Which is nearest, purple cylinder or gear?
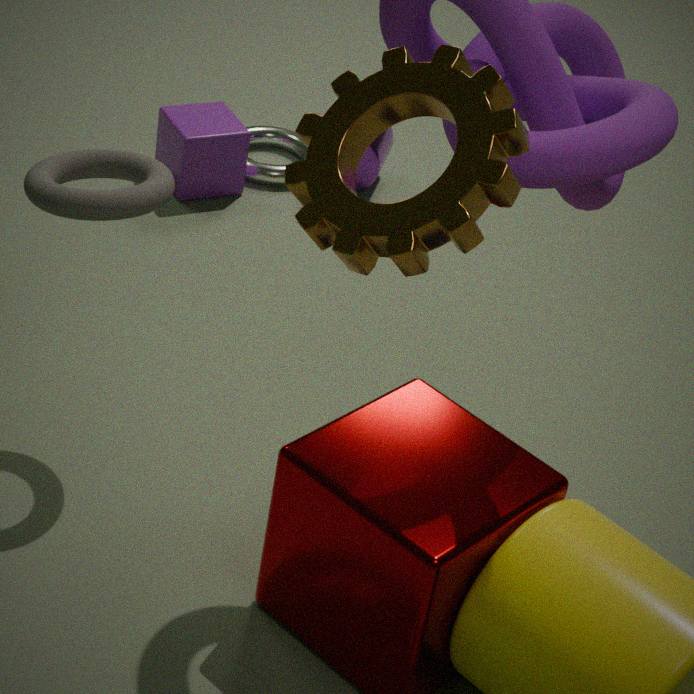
gear
